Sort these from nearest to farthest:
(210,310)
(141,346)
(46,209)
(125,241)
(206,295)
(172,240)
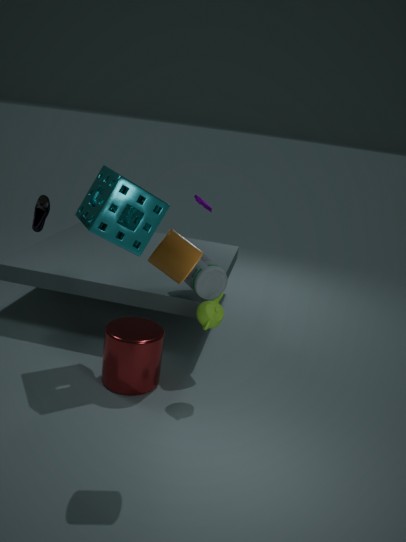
1. (172,240)
2. (141,346)
3. (210,310)
4. (125,241)
5. (46,209)
6. (206,295)
